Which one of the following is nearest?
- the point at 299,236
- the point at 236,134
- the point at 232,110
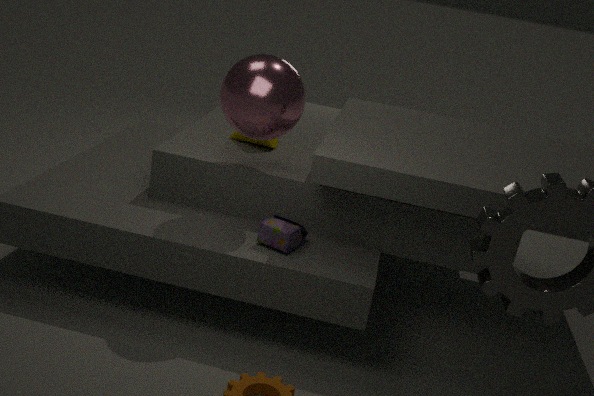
the point at 232,110
